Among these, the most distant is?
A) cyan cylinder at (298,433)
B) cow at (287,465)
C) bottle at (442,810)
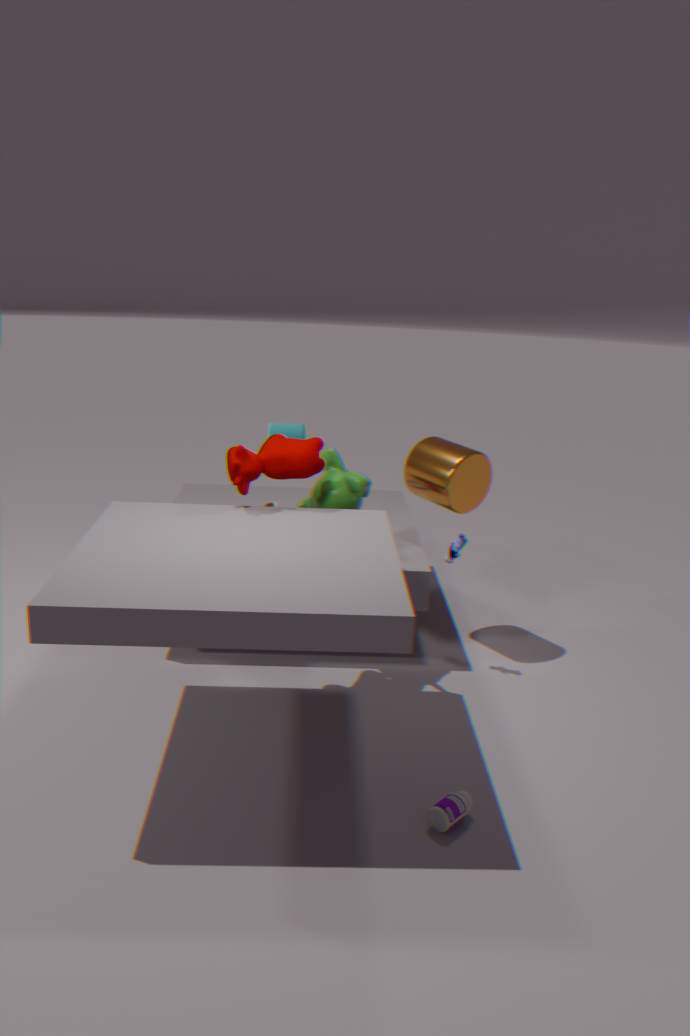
cyan cylinder at (298,433)
